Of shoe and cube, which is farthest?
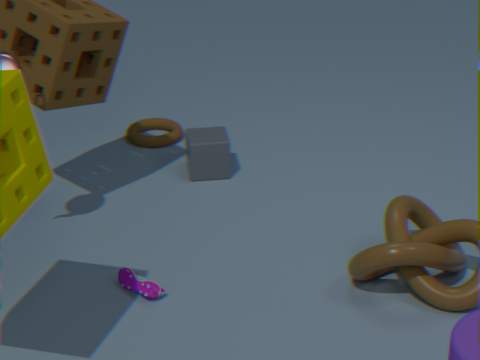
cube
